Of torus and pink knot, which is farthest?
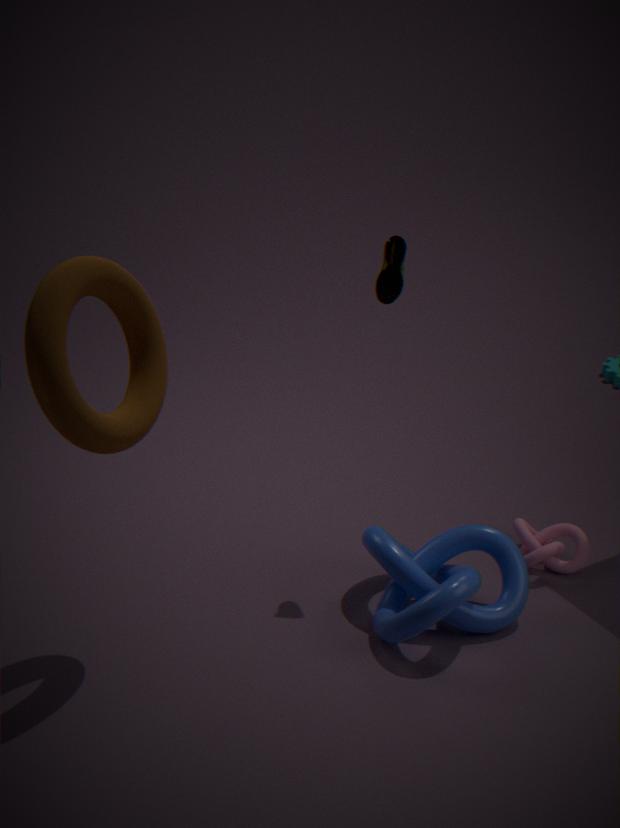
pink knot
